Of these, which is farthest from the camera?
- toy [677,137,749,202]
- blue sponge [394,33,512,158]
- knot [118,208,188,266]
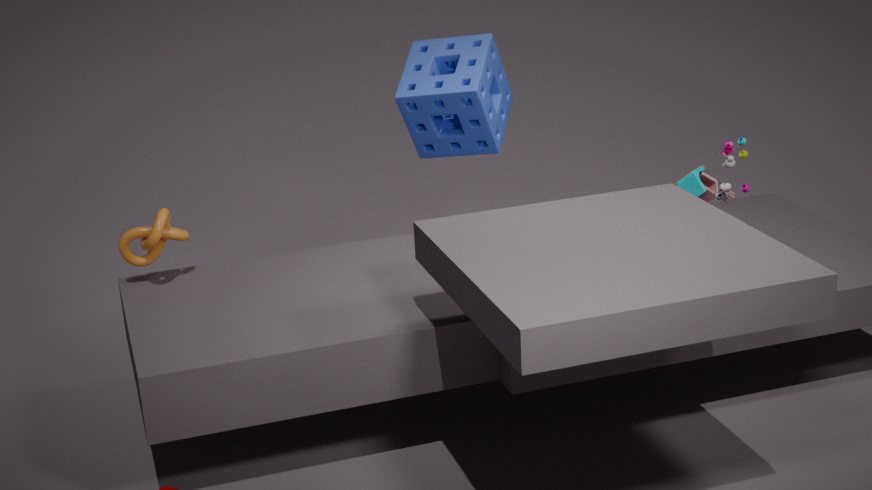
blue sponge [394,33,512,158]
